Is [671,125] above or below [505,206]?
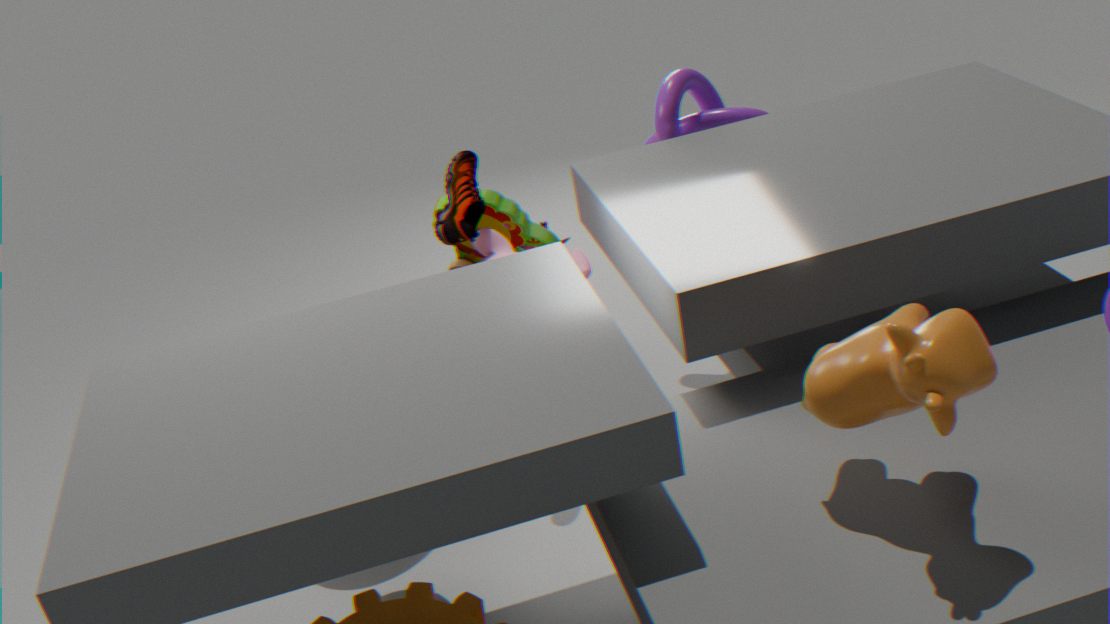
above
